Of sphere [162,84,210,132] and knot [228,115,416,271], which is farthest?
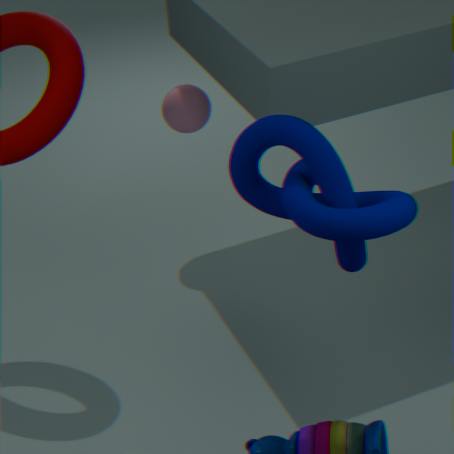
sphere [162,84,210,132]
